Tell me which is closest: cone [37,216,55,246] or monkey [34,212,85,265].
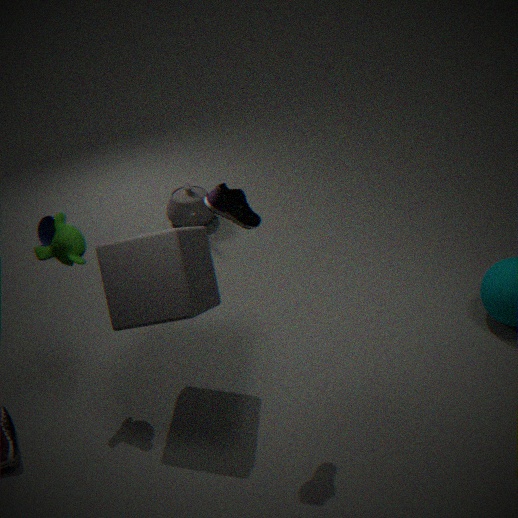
monkey [34,212,85,265]
